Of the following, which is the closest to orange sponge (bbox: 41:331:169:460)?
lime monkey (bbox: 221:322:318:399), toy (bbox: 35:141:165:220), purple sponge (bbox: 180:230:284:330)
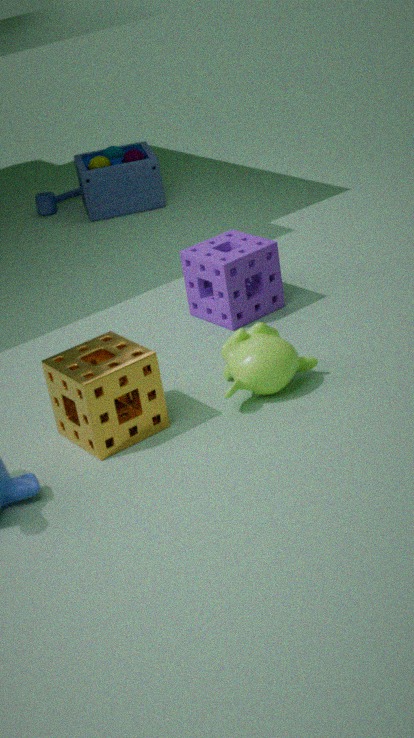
lime monkey (bbox: 221:322:318:399)
